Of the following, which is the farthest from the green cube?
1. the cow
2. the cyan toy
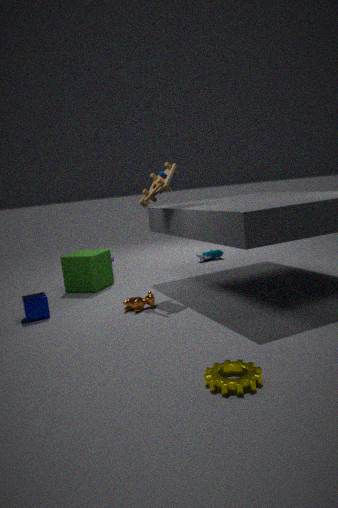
the cyan toy
